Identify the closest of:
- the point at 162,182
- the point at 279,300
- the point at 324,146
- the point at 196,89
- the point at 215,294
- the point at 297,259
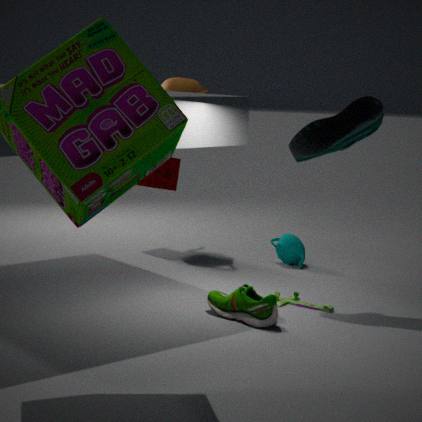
the point at 215,294
